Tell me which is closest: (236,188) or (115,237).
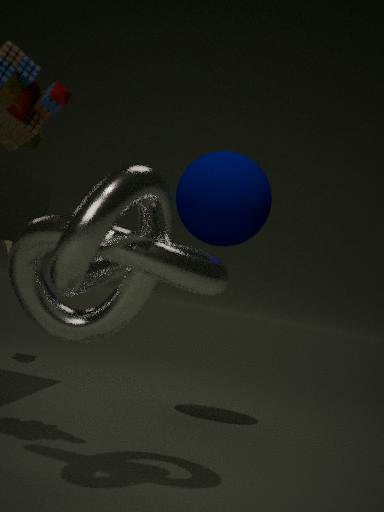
(115,237)
